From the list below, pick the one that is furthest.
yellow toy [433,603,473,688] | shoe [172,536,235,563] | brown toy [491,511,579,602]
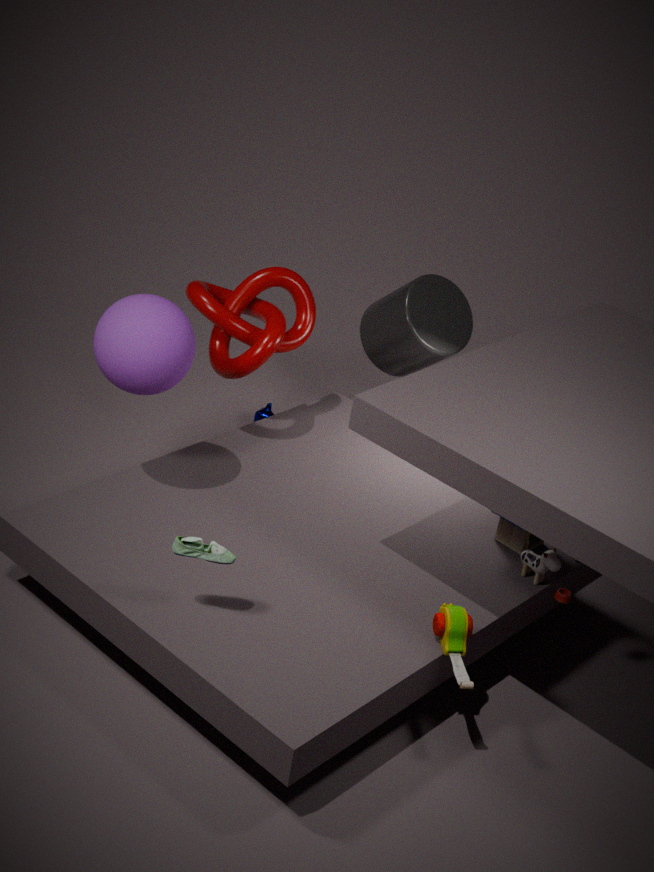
brown toy [491,511,579,602]
